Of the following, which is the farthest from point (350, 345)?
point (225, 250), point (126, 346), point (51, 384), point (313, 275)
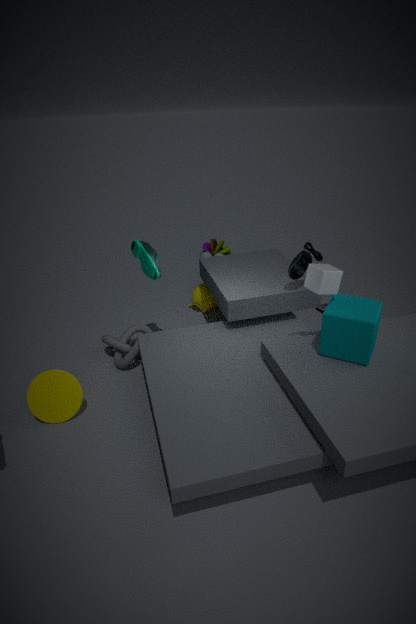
point (225, 250)
